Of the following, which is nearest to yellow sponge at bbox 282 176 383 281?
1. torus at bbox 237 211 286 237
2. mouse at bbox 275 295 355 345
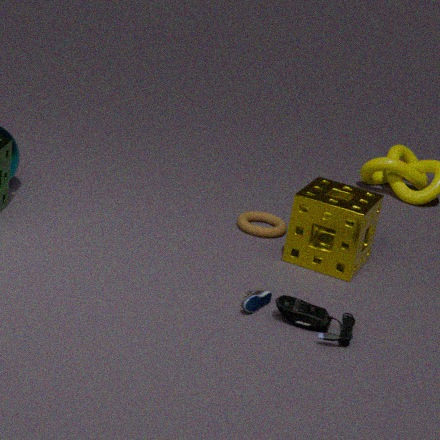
torus at bbox 237 211 286 237
